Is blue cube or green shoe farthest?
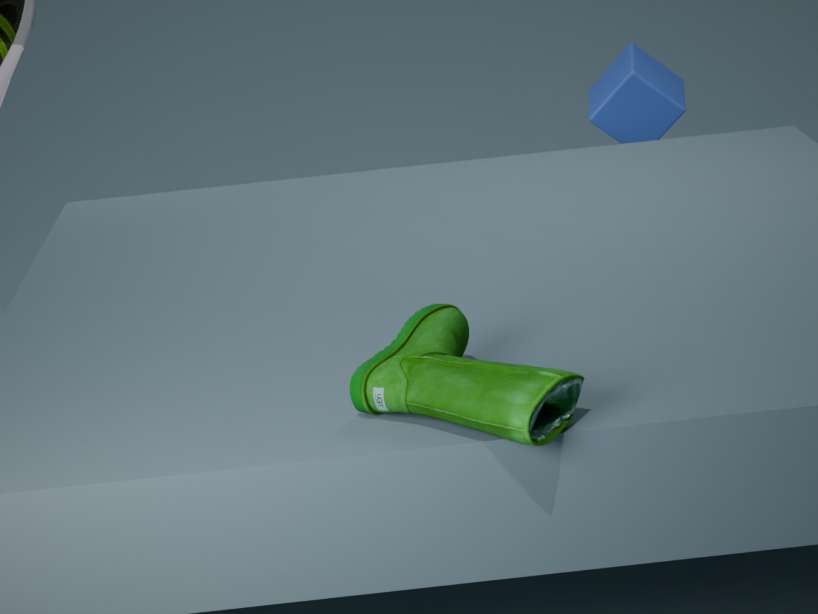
blue cube
